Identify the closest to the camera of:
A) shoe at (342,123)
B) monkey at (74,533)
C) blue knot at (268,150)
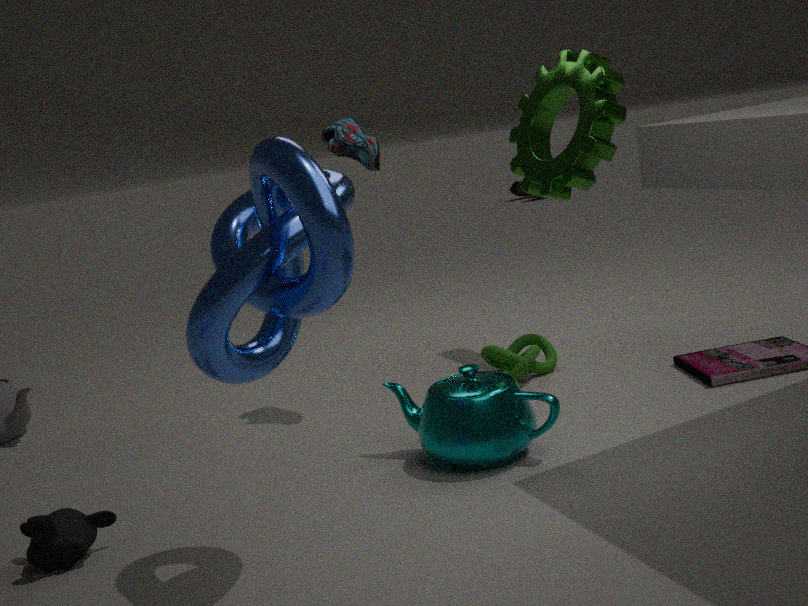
blue knot at (268,150)
